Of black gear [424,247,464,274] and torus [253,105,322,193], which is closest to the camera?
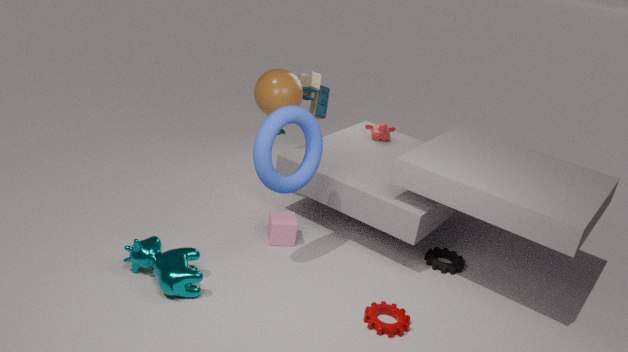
torus [253,105,322,193]
